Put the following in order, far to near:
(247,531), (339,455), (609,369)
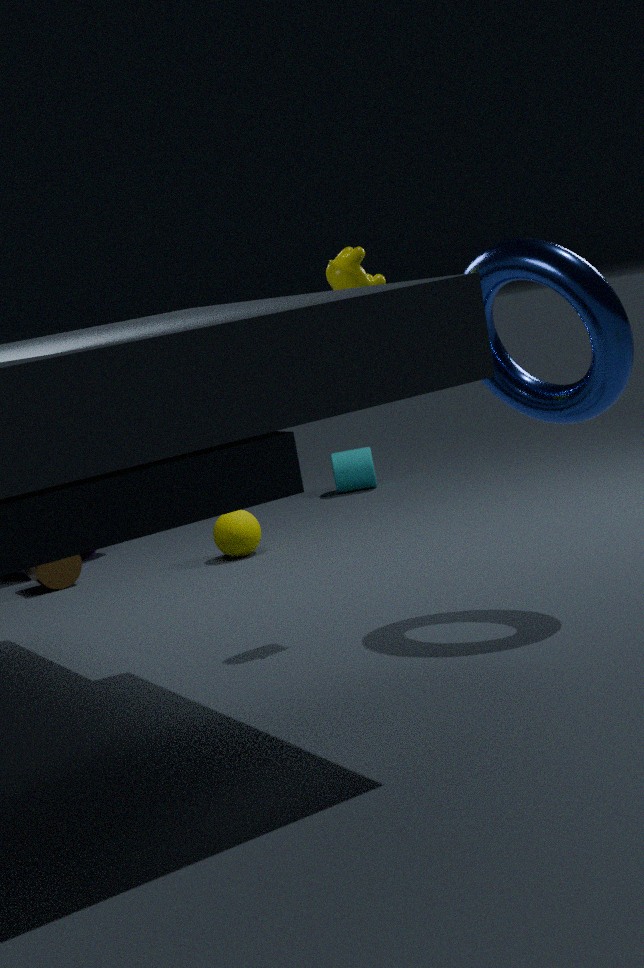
(339,455), (247,531), (609,369)
